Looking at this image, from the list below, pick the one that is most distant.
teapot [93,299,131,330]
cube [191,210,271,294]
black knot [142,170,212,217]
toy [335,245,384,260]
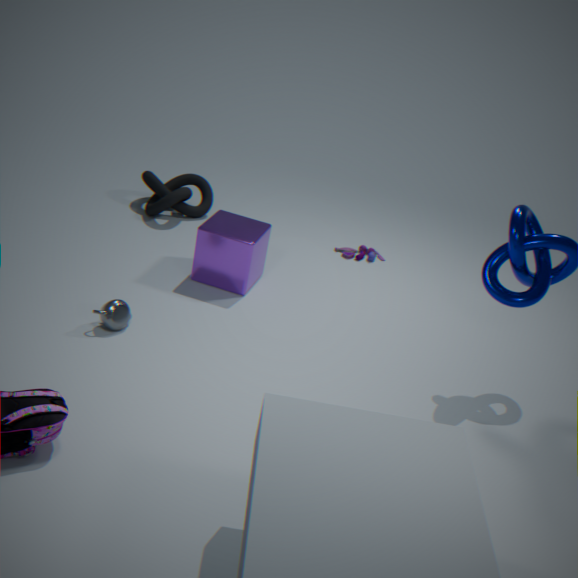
toy [335,245,384,260]
